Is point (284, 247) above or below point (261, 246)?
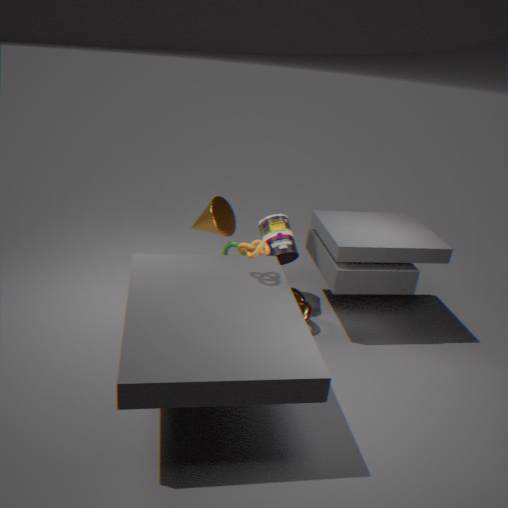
below
